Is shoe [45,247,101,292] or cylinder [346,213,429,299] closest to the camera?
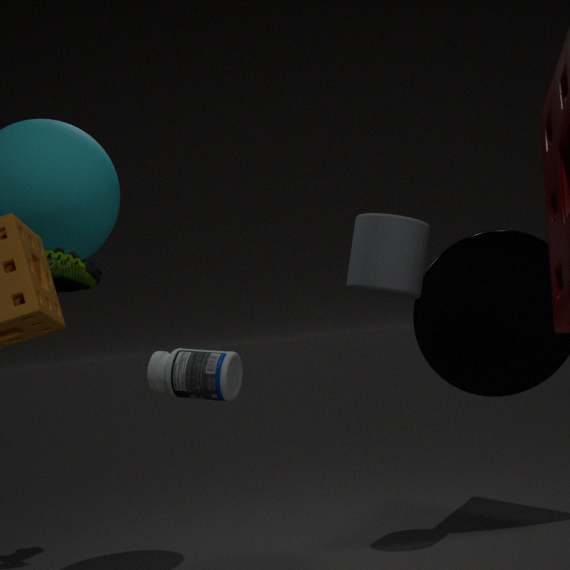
shoe [45,247,101,292]
